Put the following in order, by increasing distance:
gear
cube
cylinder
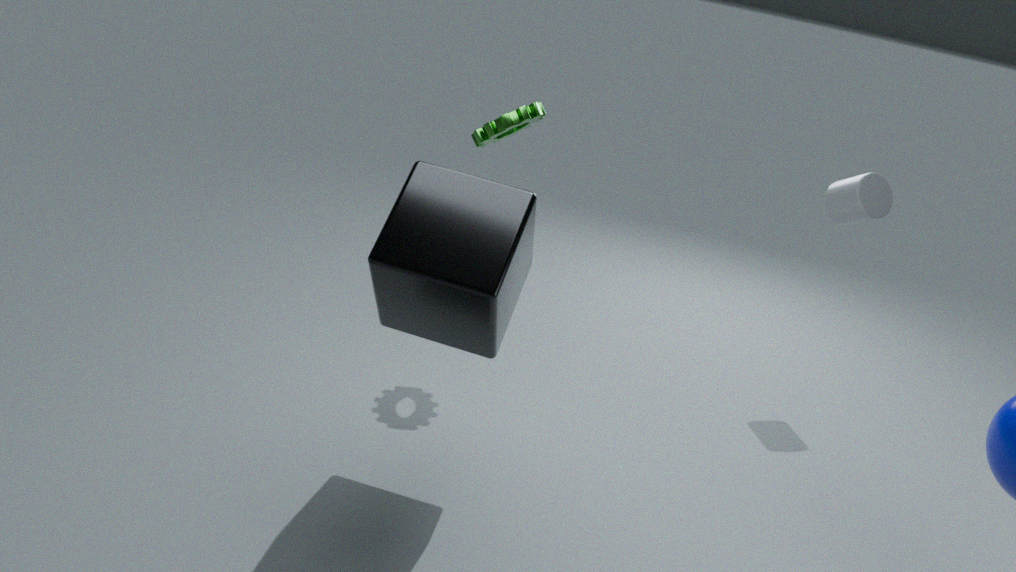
cube
gear
cylinder
